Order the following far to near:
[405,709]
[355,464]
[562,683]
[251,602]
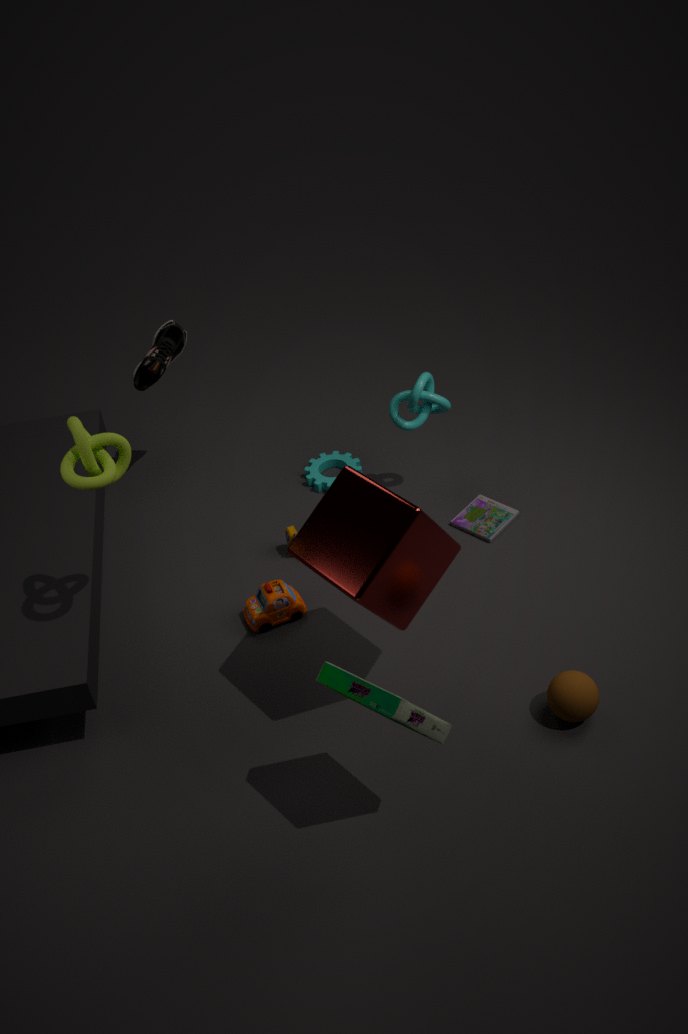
[355,464]
[251,602]
[562,683]
[405,709]
